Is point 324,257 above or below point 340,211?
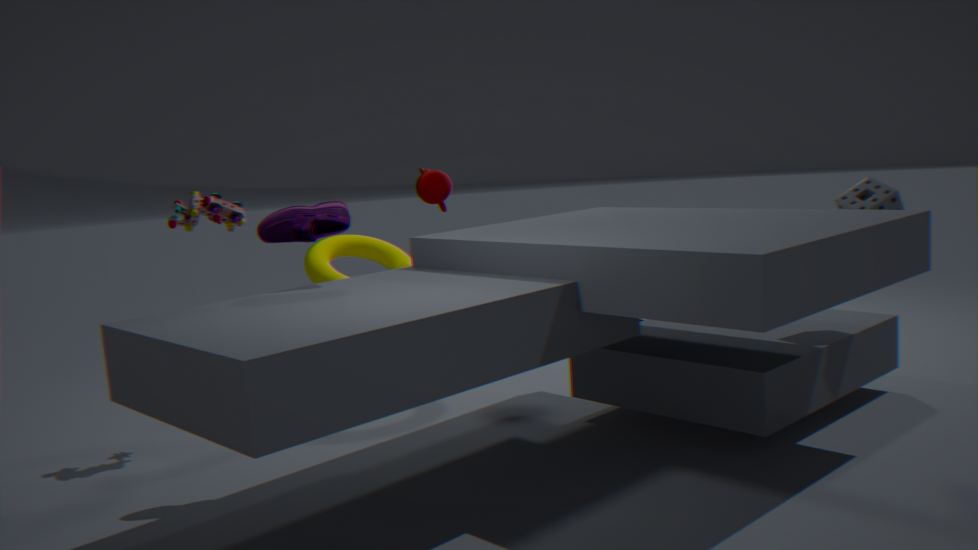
below
